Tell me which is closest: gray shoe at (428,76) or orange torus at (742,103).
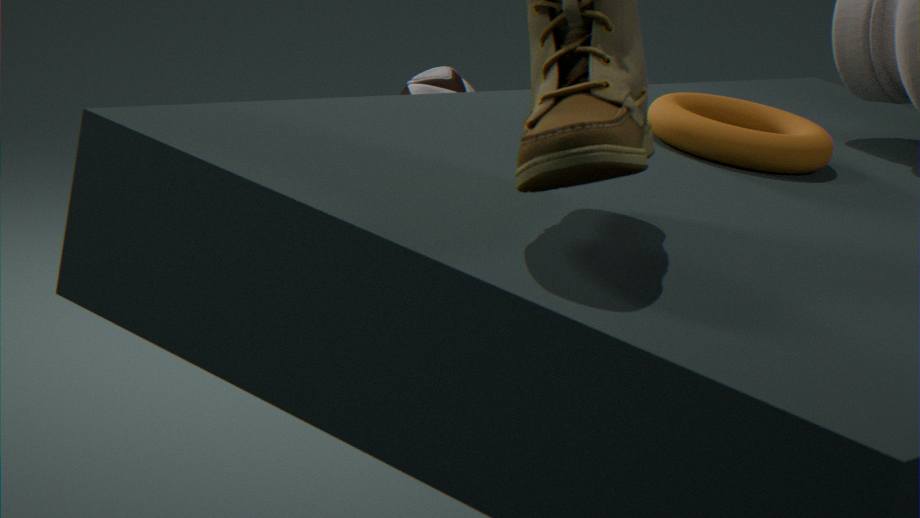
orange torus at (742,103)
